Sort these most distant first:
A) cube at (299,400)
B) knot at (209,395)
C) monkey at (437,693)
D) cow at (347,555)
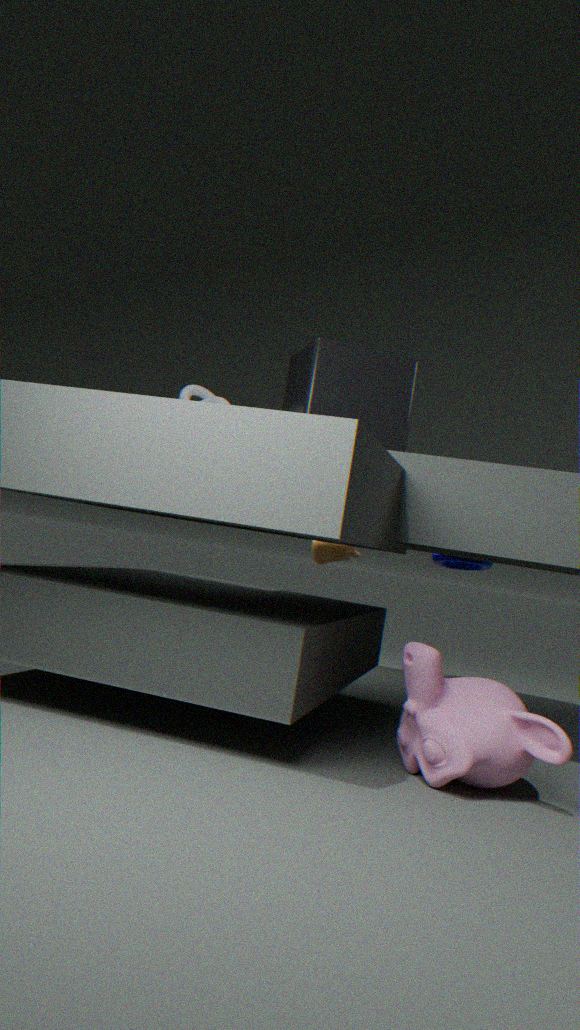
cow at (347,555), knot at (209,395), cube at (299,400), monkey at (437,693)
